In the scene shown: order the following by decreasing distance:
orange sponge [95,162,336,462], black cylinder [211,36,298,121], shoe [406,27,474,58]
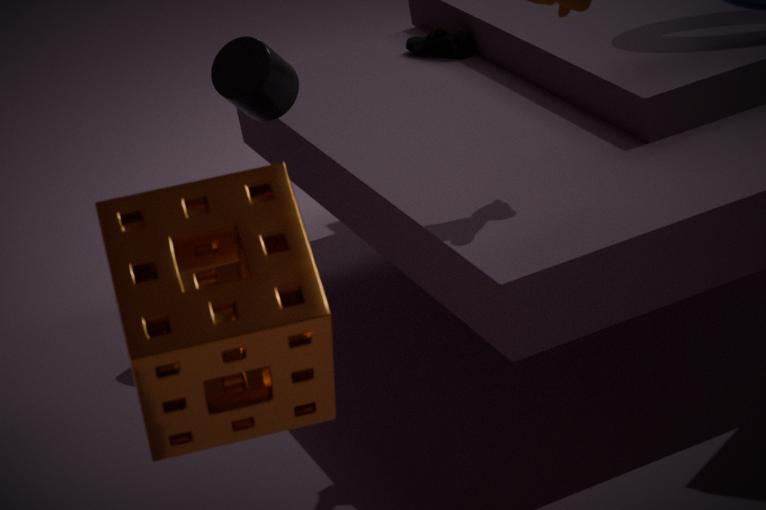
shoe [406,27,474,58] < black cylinder [211,36,298,121] < orange sponge [95,162,336,462]
